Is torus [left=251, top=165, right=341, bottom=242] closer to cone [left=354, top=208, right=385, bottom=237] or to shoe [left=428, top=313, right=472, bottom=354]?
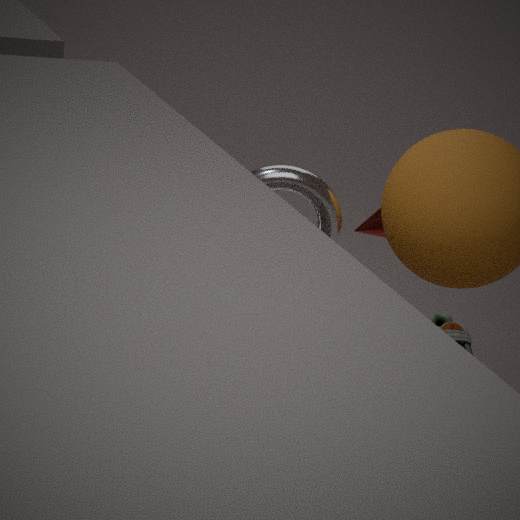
cone [left=354, top=208, right=385, bottom=237]
